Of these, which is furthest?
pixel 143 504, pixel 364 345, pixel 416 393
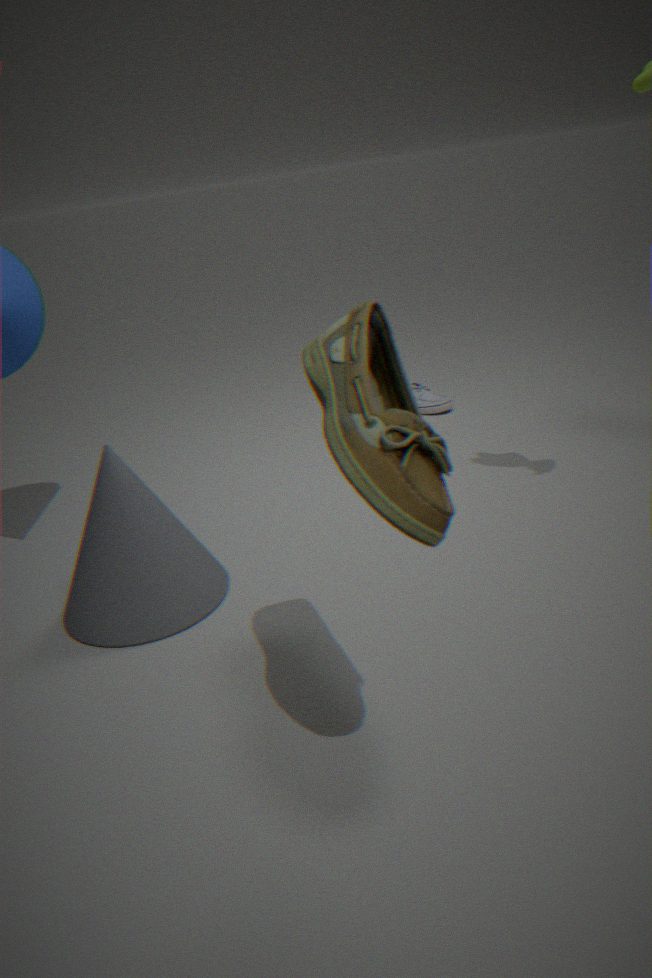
pixel 416 393
